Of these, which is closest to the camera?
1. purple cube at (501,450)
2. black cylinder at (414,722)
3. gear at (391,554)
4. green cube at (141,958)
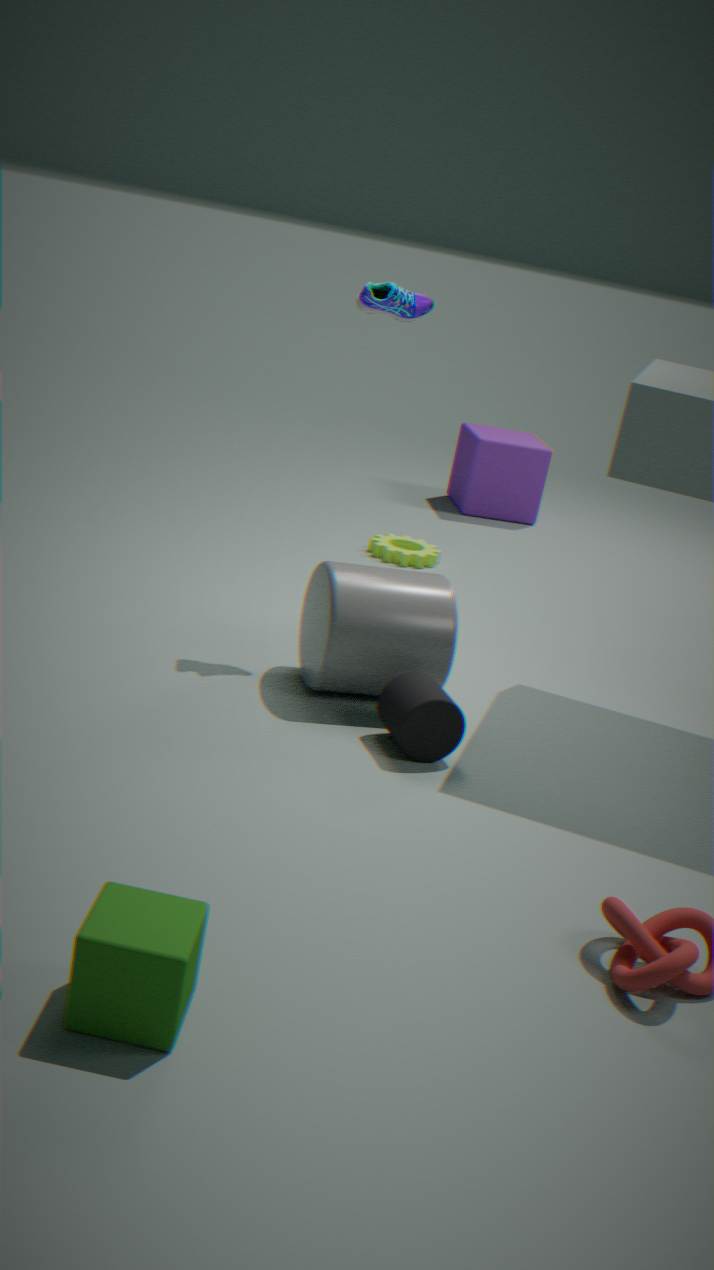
green cube at (141,958)
